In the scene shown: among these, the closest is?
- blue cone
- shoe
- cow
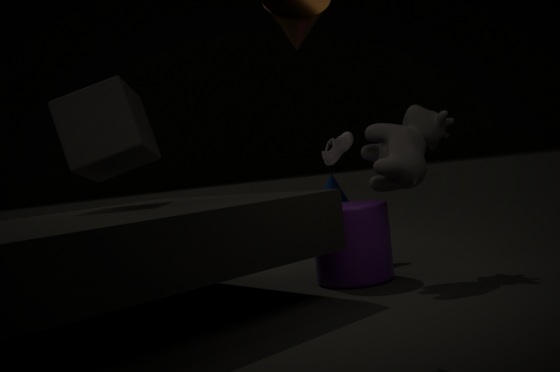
cow
